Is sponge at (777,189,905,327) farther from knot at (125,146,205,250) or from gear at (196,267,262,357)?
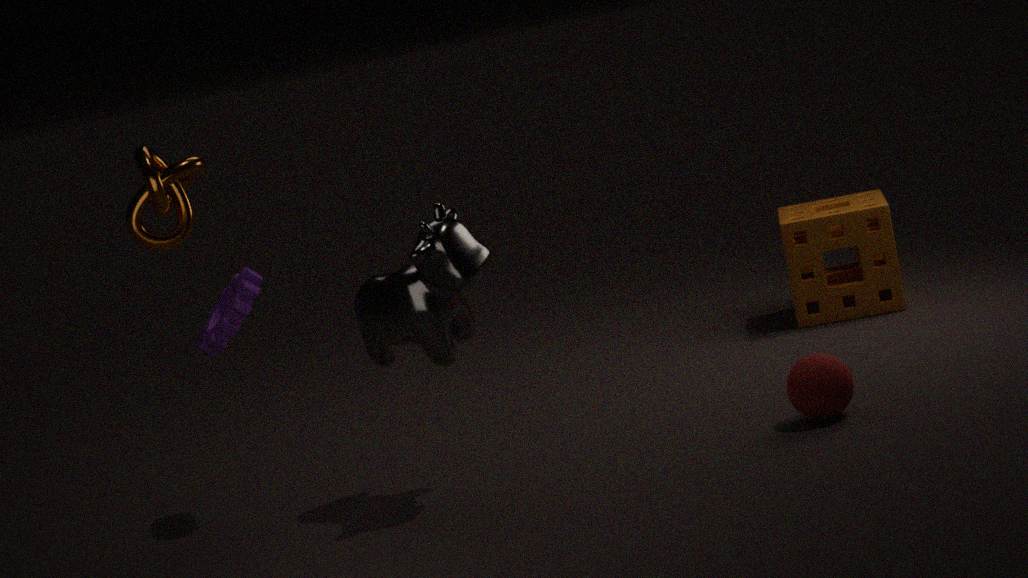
knot at (125,146,205,250)
